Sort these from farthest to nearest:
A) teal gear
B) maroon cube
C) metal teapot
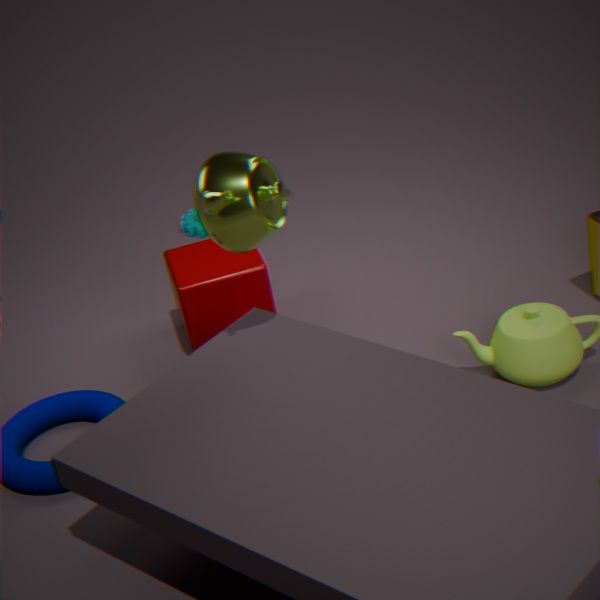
1. teal gear
2. maroon cube
3. metal teapot
